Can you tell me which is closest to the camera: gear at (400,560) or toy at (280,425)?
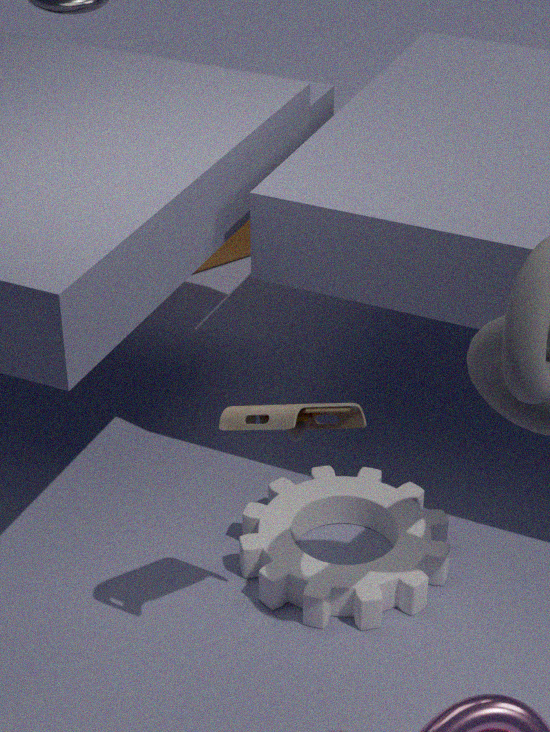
toy at (280,425)
